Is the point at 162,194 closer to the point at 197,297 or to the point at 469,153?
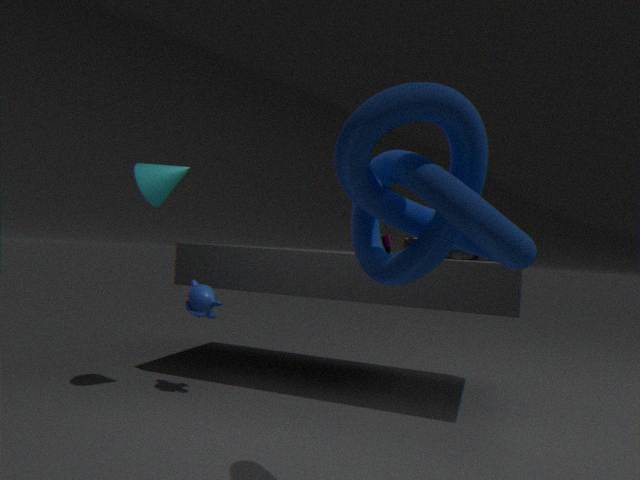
the point at 197,297
